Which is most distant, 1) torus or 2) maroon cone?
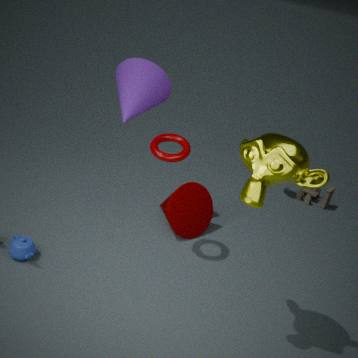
2. maroon cone
